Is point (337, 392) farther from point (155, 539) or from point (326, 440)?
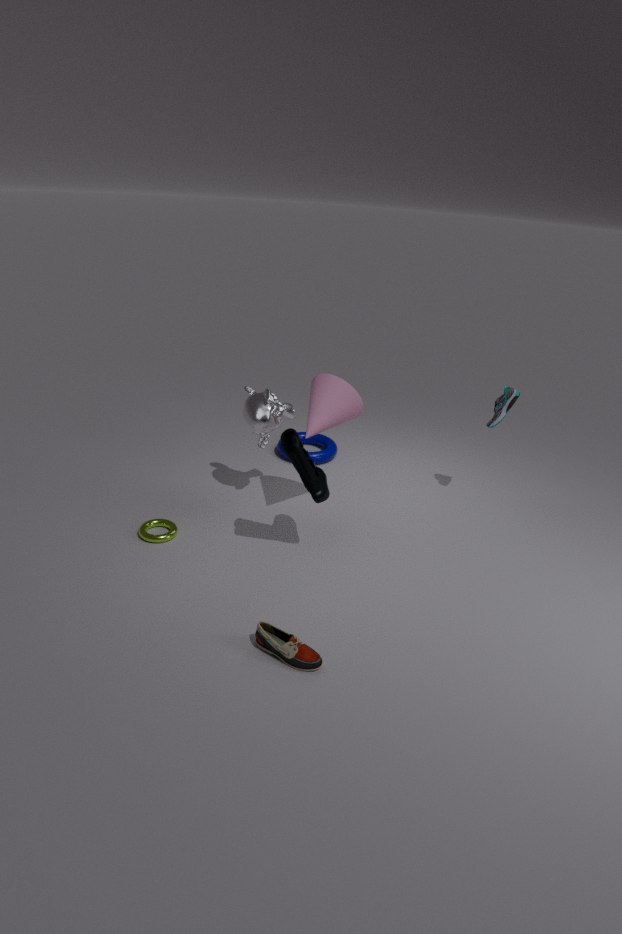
point (155, 539)
